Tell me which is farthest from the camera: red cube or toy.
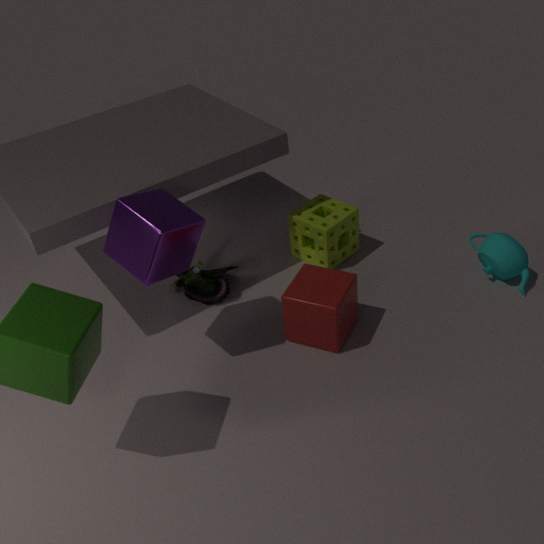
toy
